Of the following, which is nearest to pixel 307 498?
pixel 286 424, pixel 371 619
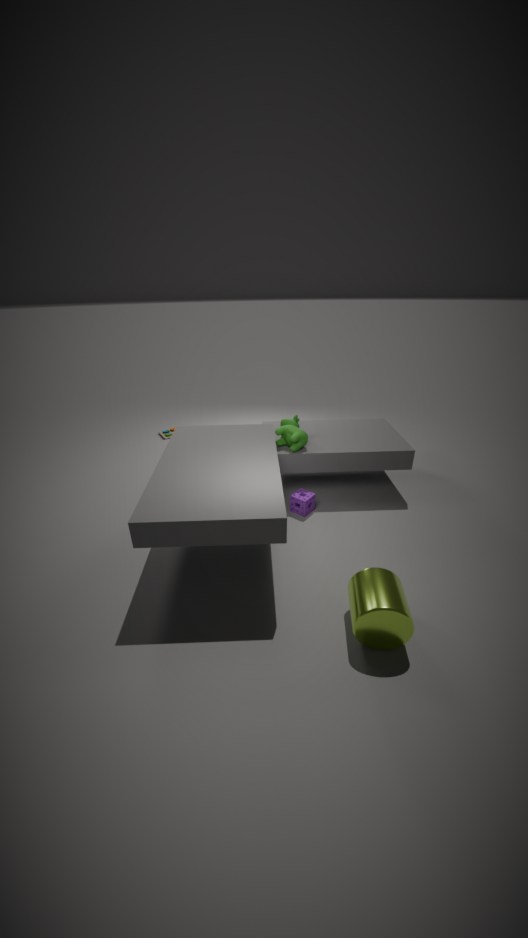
pixel 286 424
